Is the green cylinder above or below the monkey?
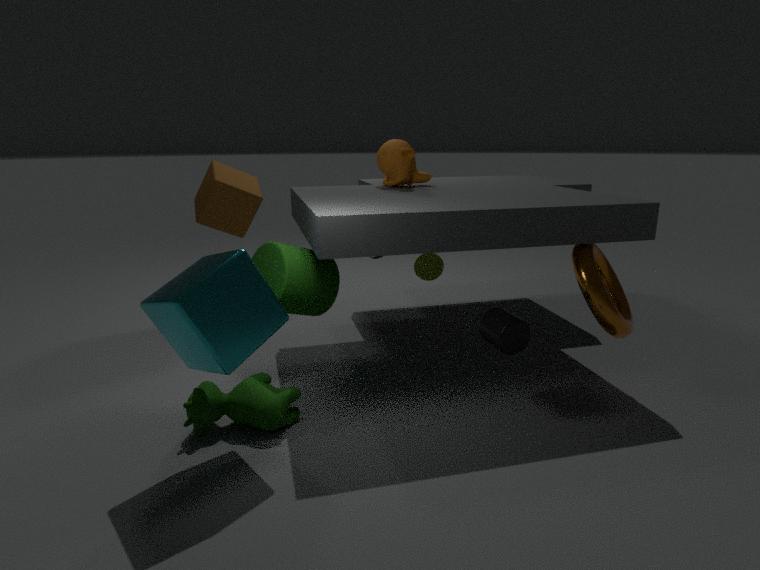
below
